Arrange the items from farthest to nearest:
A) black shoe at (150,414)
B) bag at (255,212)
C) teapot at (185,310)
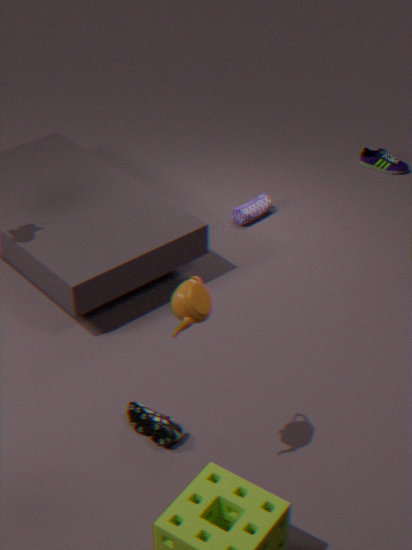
bag at (255,212) < black shoe at (150,414) < teapot at (185,310)
